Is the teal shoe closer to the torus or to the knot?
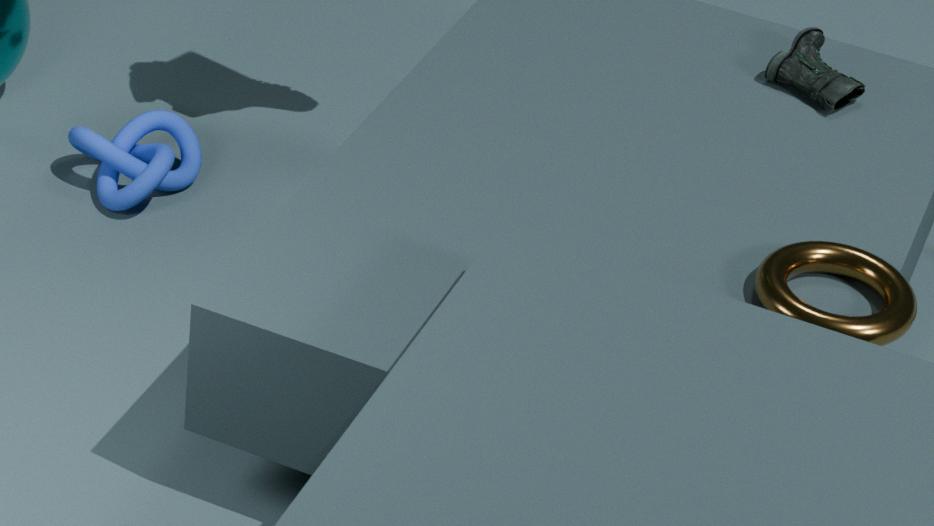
the torus
